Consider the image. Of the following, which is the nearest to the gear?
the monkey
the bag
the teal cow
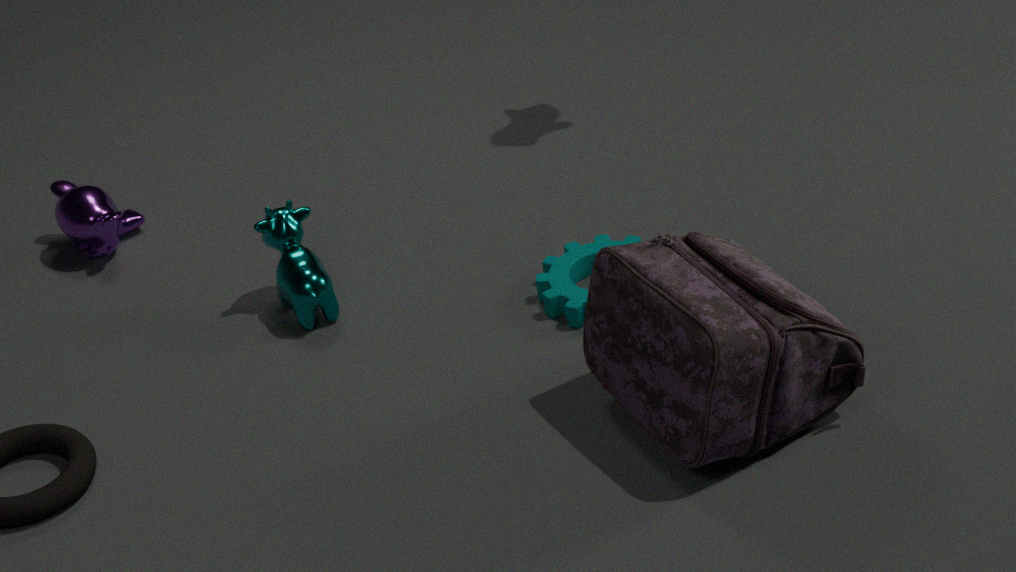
the bag
